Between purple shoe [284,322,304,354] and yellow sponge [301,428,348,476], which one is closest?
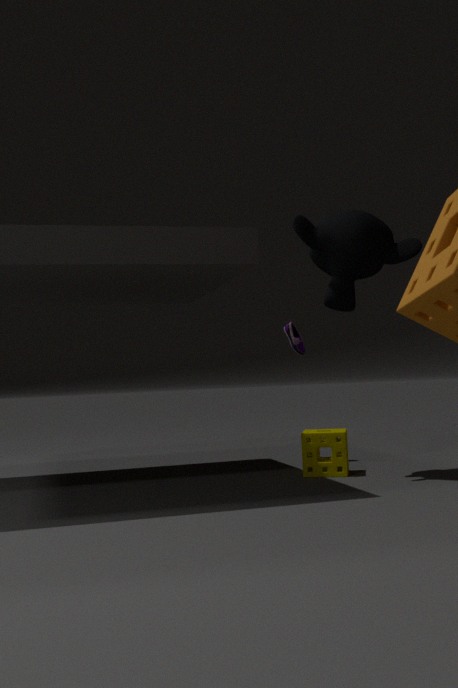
yellow sponge [301,428,348,476]
